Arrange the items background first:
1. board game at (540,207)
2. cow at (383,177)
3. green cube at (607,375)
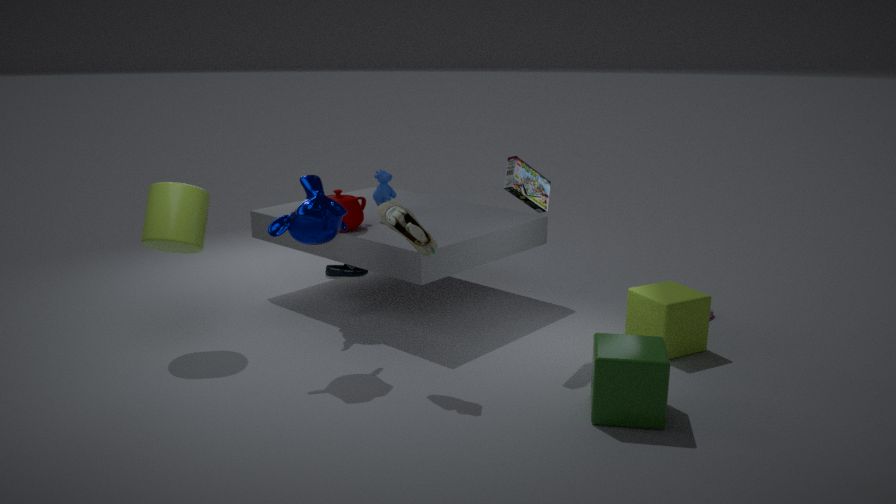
cow at (383,177), board game at (540,207), green cube at (607,375)
